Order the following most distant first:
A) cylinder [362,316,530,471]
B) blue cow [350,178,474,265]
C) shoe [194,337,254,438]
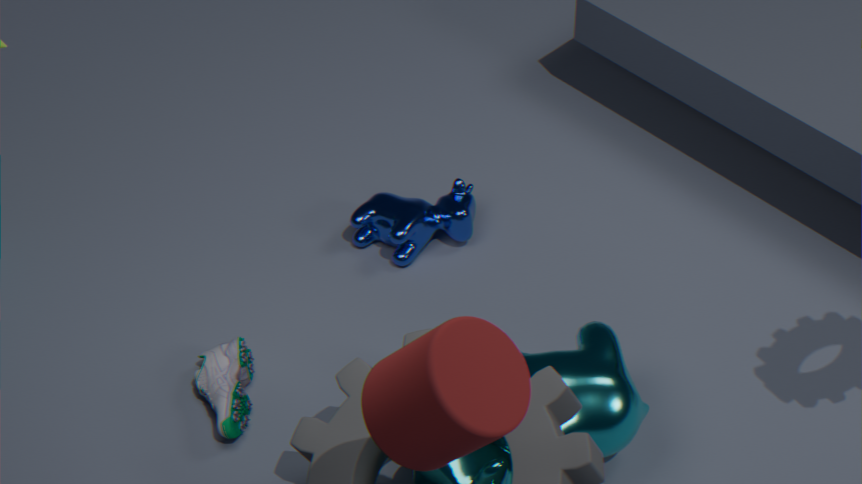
blue cow [350,178,474,265]
shoe [194,337,254,438]
cylinder [362,316,530,471]
